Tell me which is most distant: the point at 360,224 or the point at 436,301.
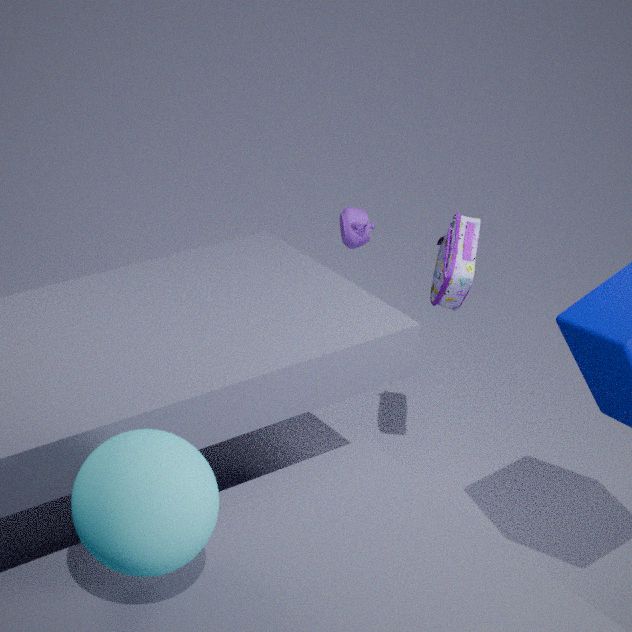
the point at 360,224
